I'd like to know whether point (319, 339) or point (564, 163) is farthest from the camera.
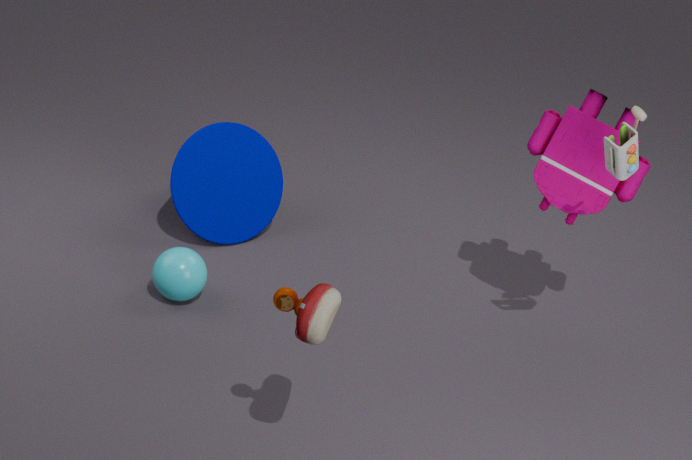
point (564, 163)
